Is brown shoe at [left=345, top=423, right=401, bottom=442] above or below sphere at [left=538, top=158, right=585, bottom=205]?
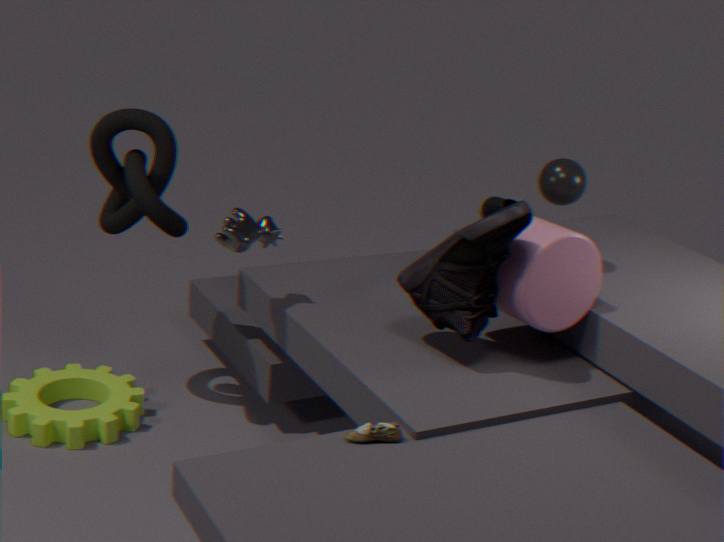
below
